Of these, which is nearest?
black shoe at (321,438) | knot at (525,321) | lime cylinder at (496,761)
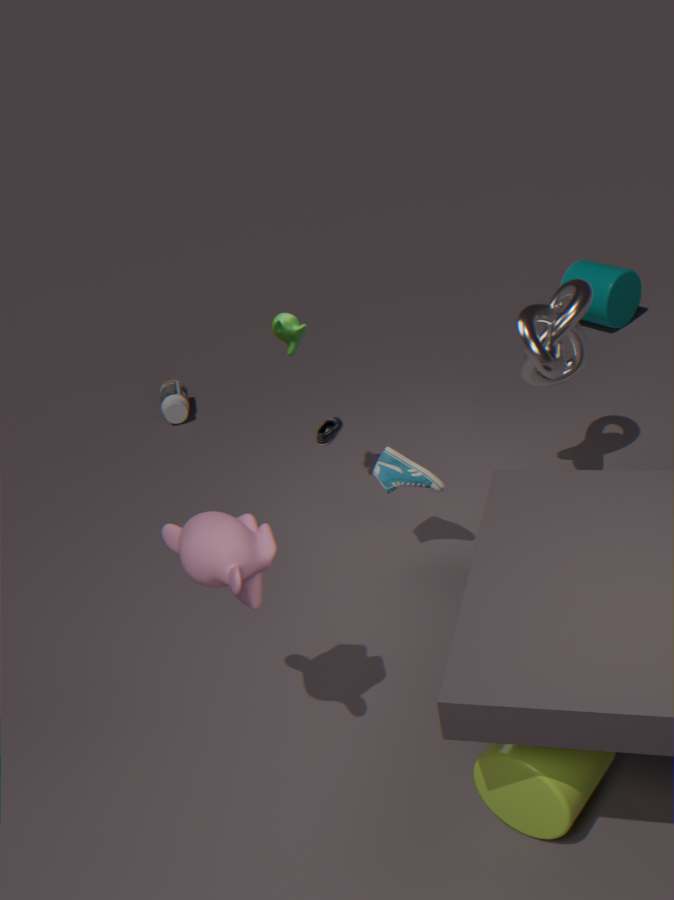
lime cylinder at (496,761)
